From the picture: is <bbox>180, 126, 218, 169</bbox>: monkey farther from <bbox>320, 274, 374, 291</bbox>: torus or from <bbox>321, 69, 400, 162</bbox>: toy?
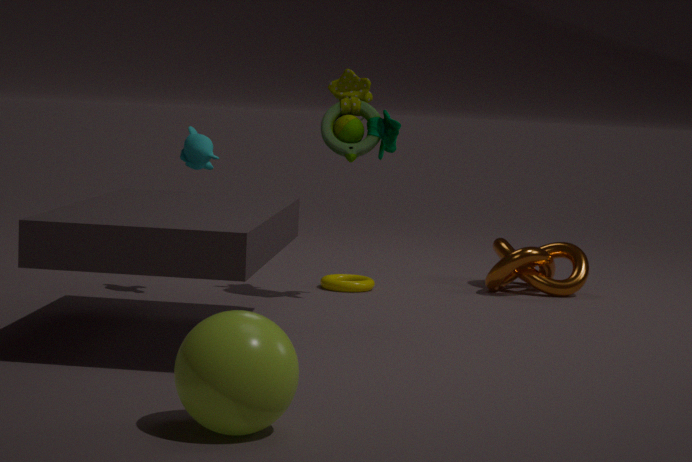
<bbox>320, 274, 374, 291</bbox>: torus
